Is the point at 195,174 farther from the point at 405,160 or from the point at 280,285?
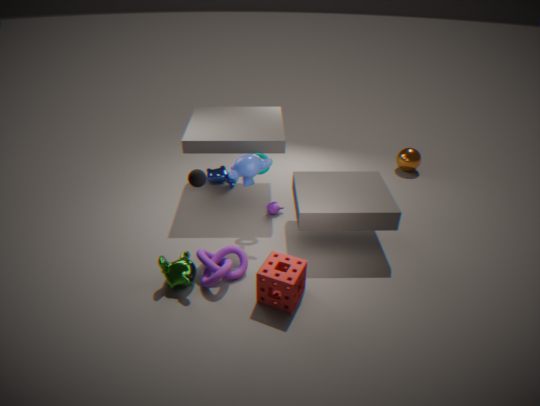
the point at 405,160
